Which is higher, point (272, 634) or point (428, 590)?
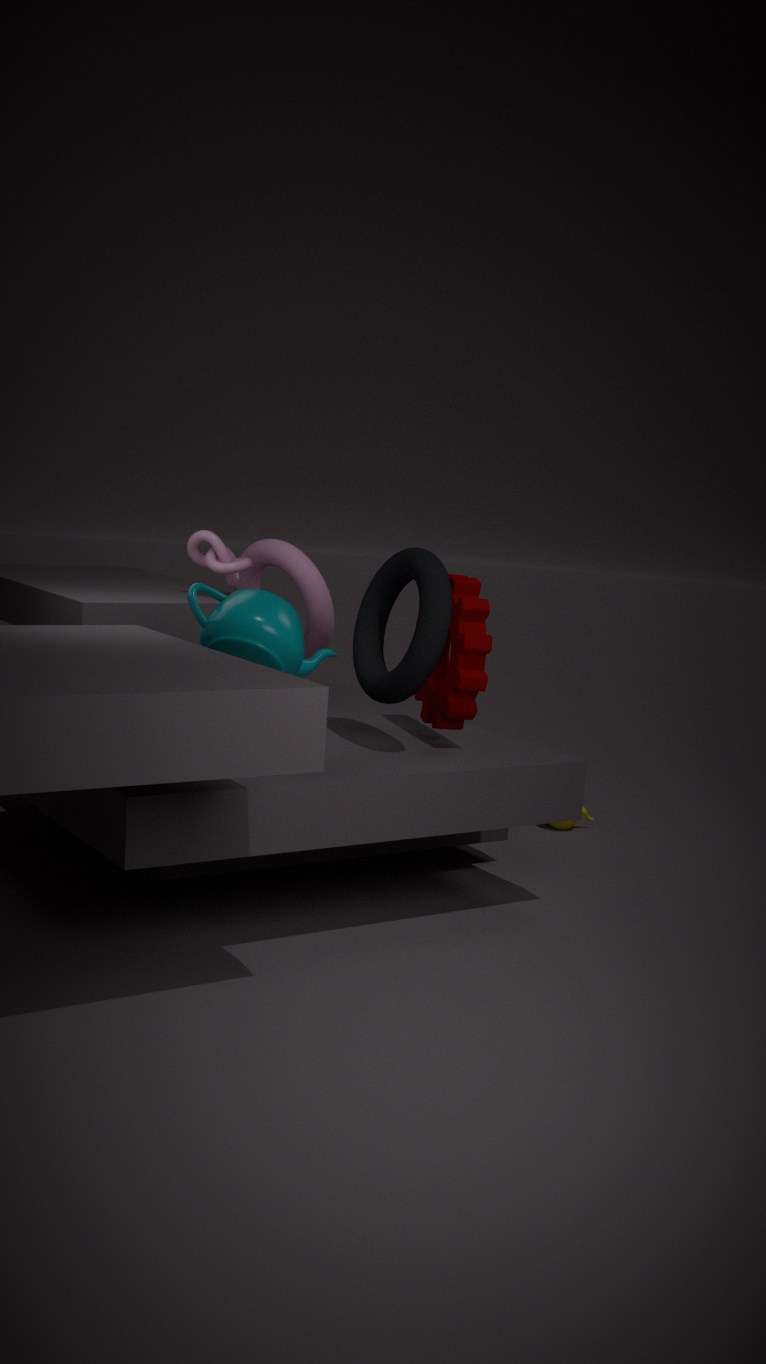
point (428, 590)
